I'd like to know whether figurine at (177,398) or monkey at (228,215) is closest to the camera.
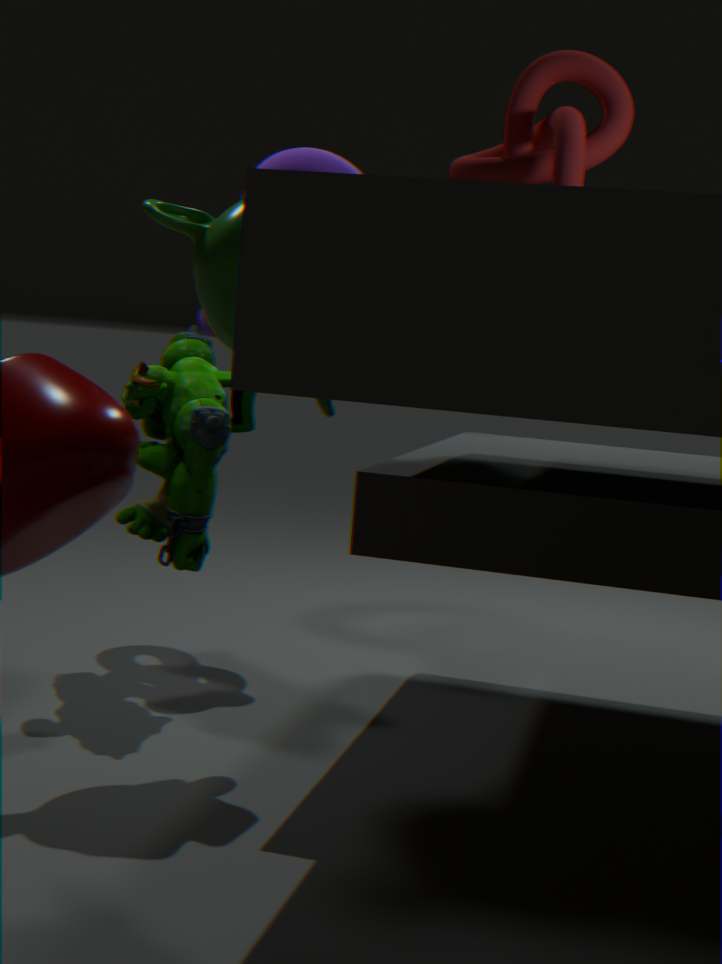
monkey at (228,215)
